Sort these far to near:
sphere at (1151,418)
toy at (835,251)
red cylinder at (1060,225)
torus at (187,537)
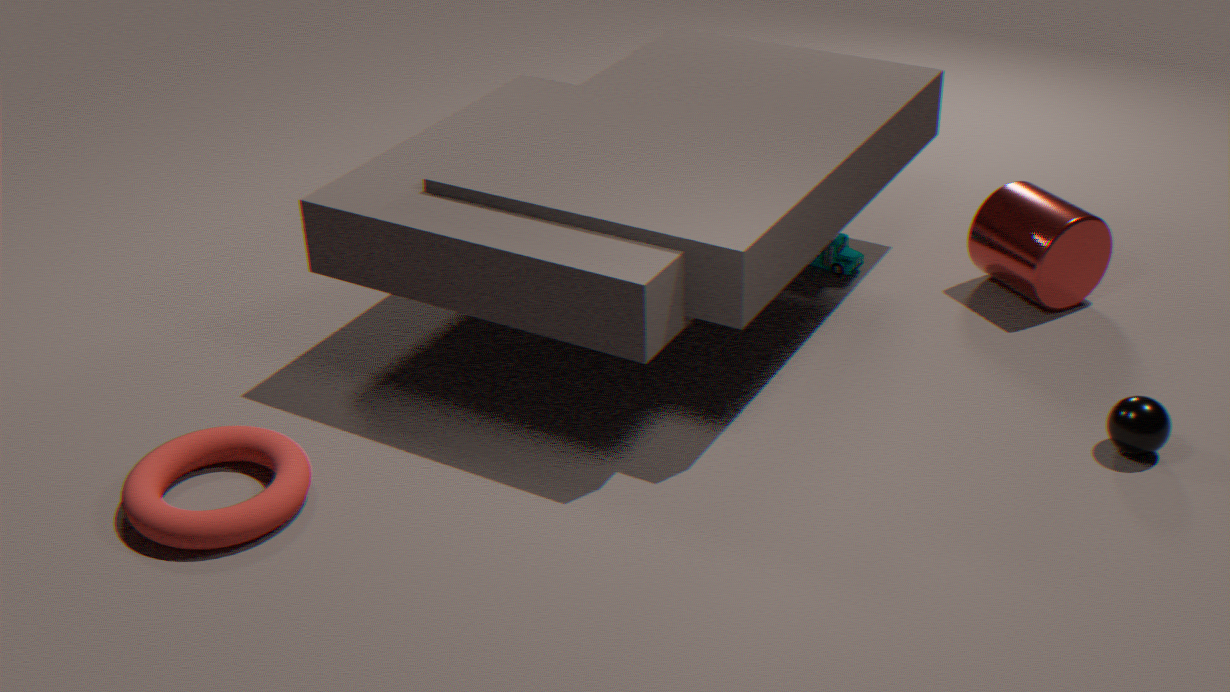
toy at (835,251), red cylinder at (1060,225), sphere at (1151,418), torus at (187,537)
